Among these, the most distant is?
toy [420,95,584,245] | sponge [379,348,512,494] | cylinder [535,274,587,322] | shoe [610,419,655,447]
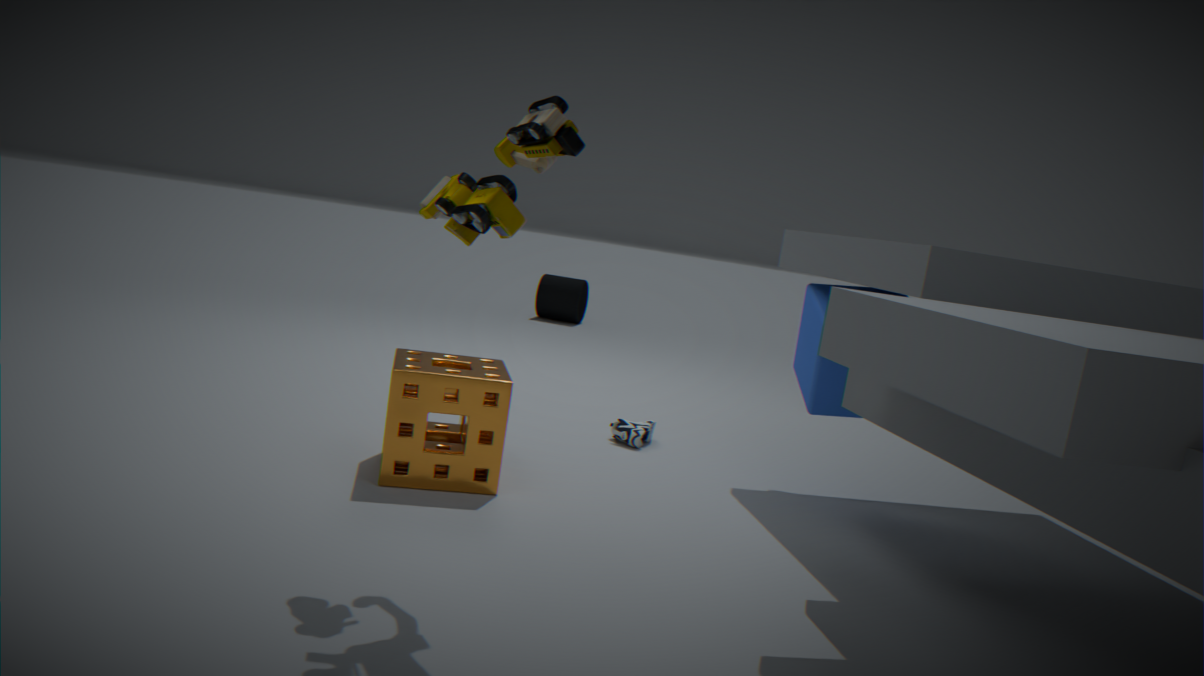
cylinder [535,274,587,322]
